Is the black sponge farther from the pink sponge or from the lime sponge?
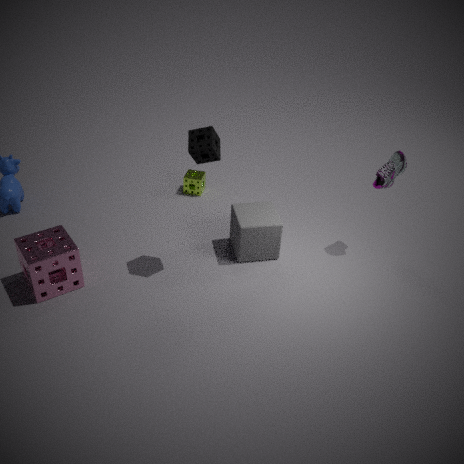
the lime sponge
